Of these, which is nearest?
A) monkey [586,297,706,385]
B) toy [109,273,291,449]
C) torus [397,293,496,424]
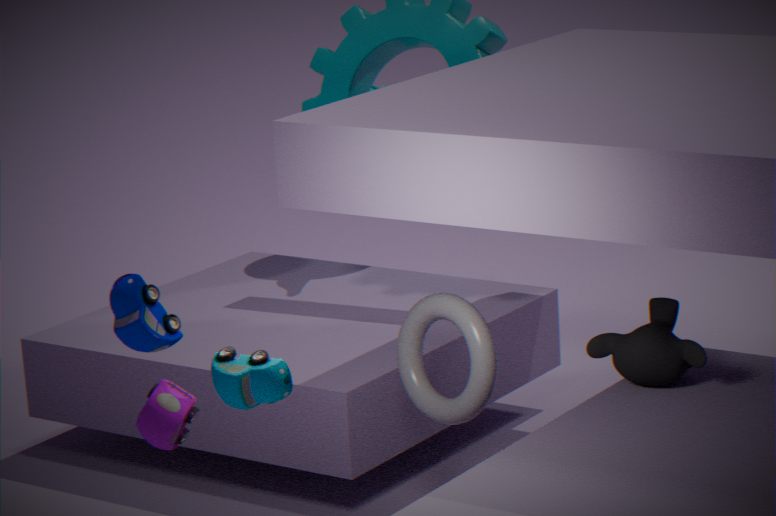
toy [109,273,291,449]
